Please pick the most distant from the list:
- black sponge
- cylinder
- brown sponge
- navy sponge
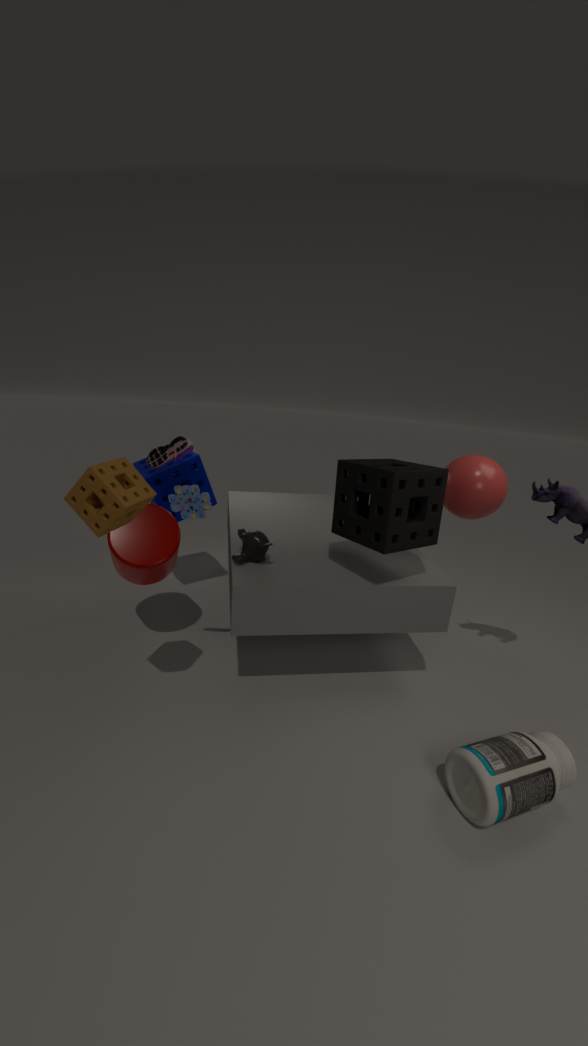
navy sponge
